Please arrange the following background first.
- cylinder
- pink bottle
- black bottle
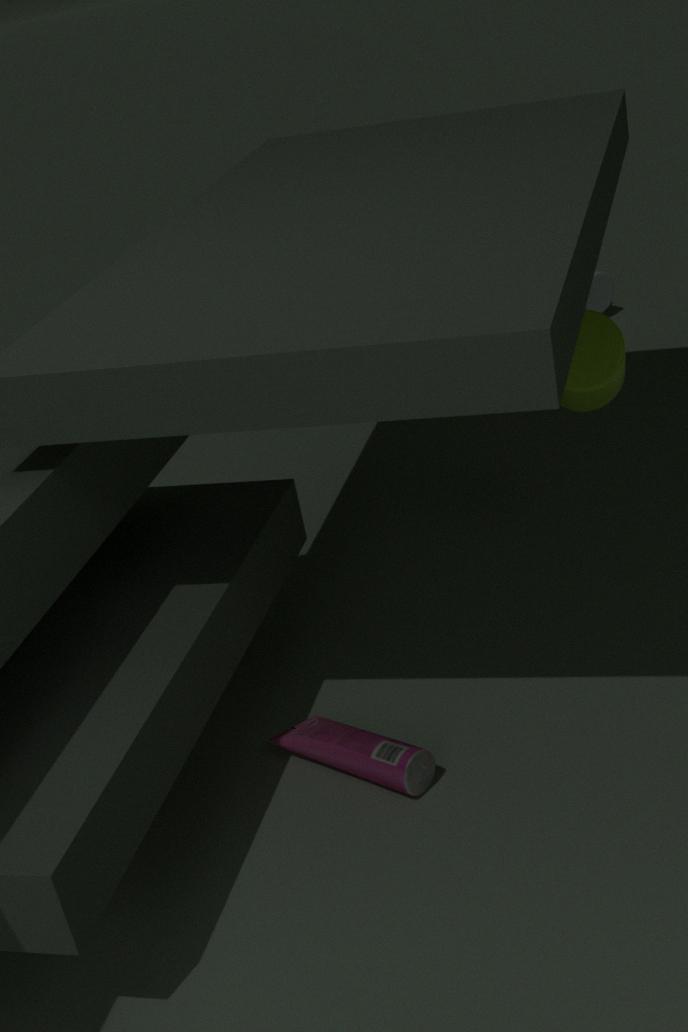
black bottle, cylinder, pink bottle
